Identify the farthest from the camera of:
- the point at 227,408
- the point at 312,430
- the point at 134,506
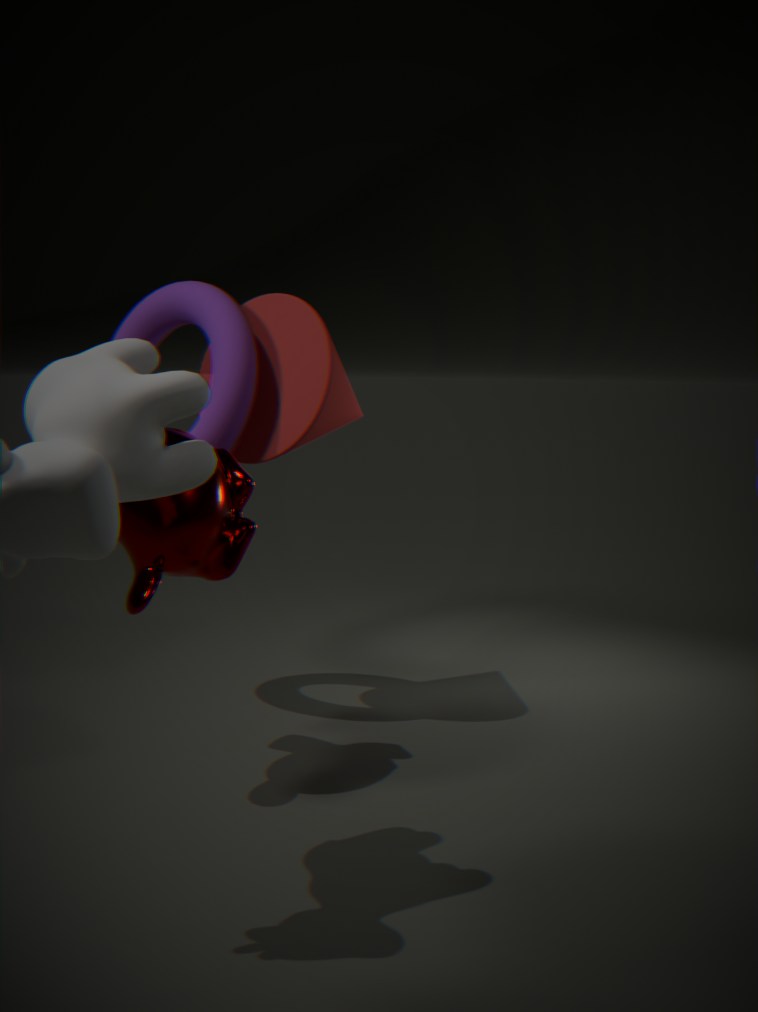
the point at 312,430
